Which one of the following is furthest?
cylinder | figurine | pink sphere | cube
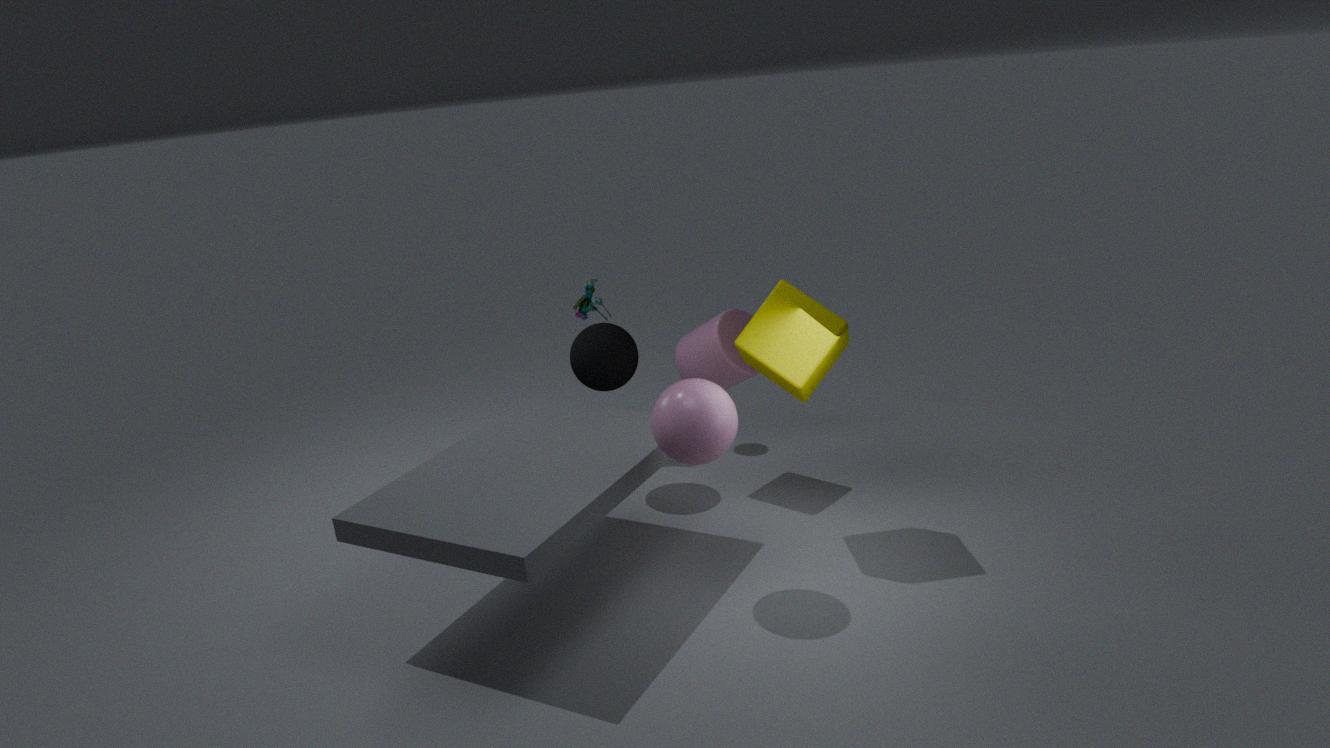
figurine
